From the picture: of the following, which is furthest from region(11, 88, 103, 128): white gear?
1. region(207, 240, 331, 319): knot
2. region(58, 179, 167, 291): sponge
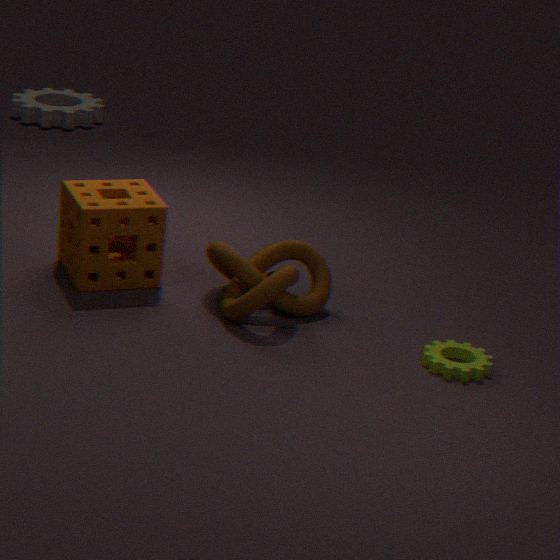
region(207, 240, 331, 319): knot
